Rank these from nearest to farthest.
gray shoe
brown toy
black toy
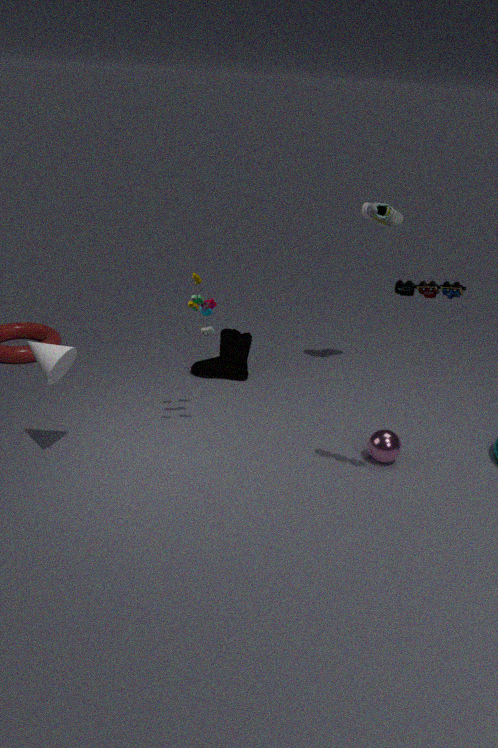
black toy
brown toy
gray shoe
